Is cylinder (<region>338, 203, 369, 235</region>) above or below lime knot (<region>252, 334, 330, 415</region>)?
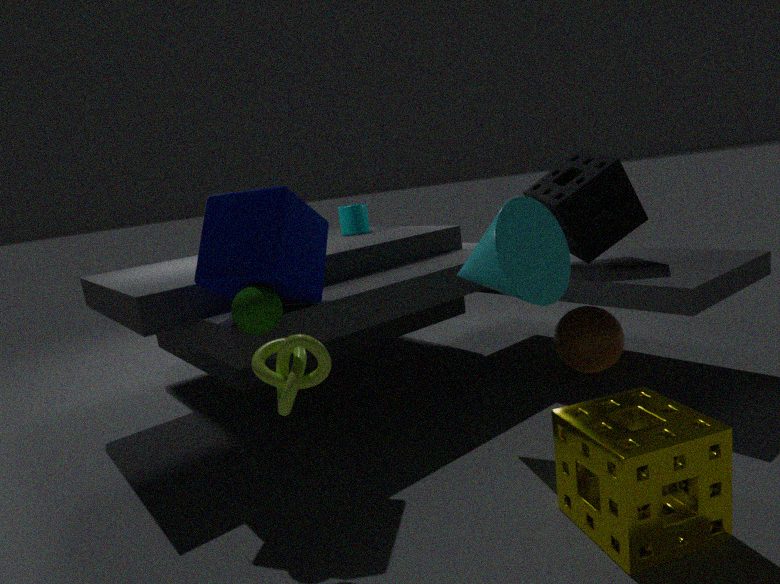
above
